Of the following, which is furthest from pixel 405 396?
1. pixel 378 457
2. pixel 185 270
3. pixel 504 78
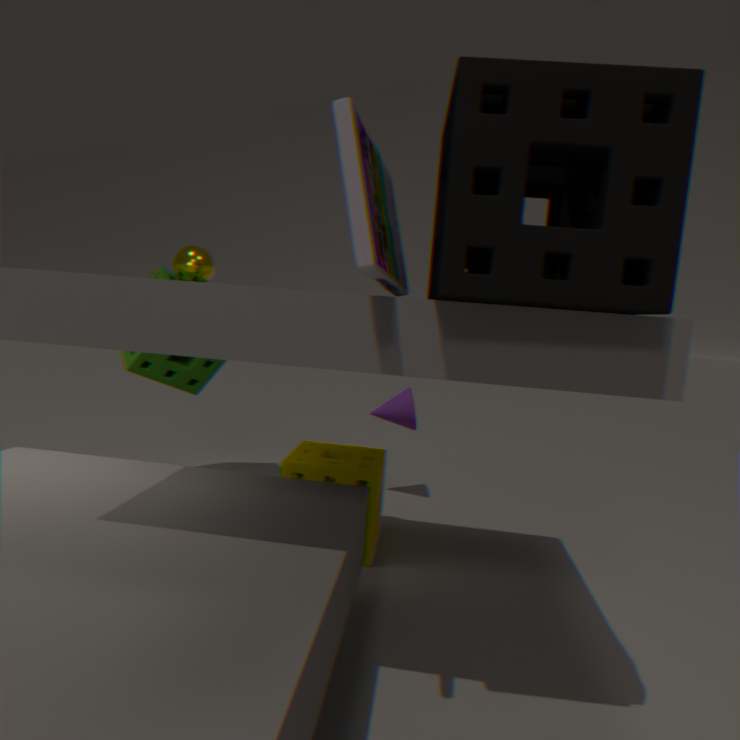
pixel 504 78
